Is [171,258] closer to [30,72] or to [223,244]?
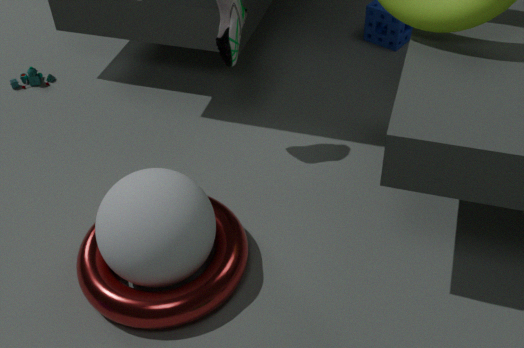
[223,244]
